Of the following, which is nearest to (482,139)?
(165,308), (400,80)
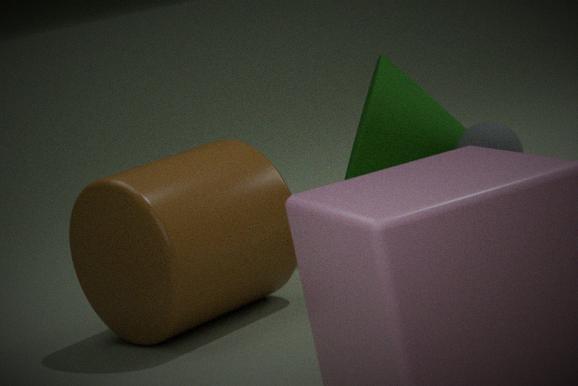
(400,80)
